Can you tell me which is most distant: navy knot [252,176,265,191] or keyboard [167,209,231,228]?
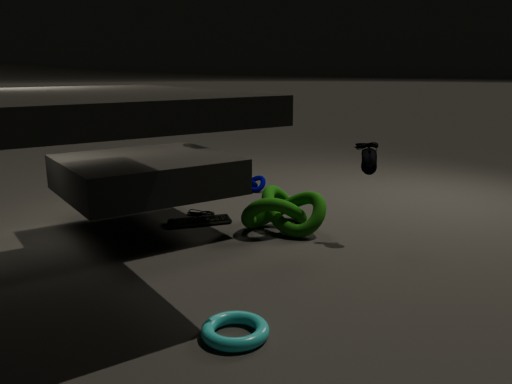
navy knot [252,176,265,191]
